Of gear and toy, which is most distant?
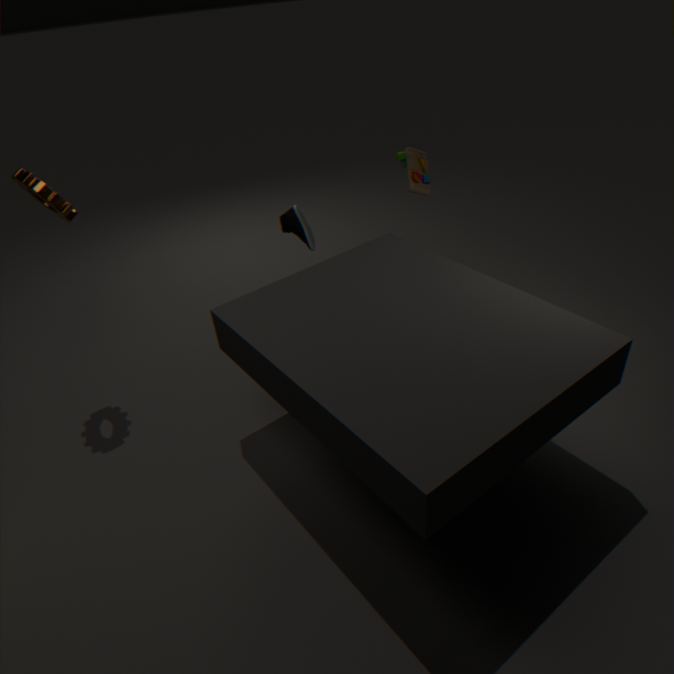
toy
